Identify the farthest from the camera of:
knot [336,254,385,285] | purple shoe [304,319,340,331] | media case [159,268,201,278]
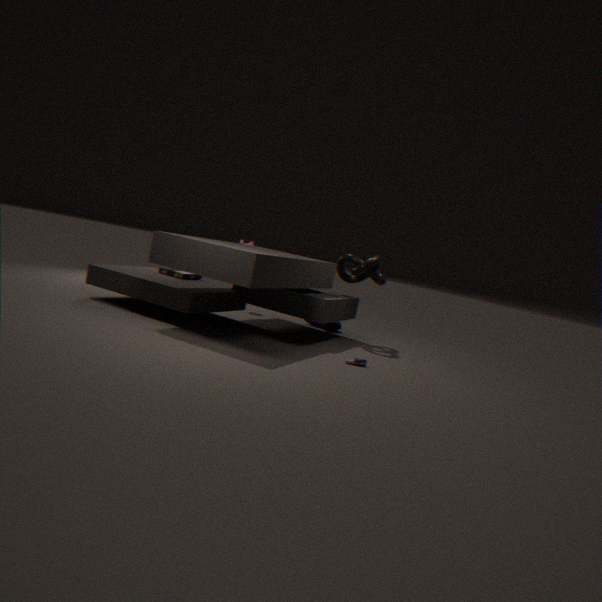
purple shoe [304,319,340,331]
